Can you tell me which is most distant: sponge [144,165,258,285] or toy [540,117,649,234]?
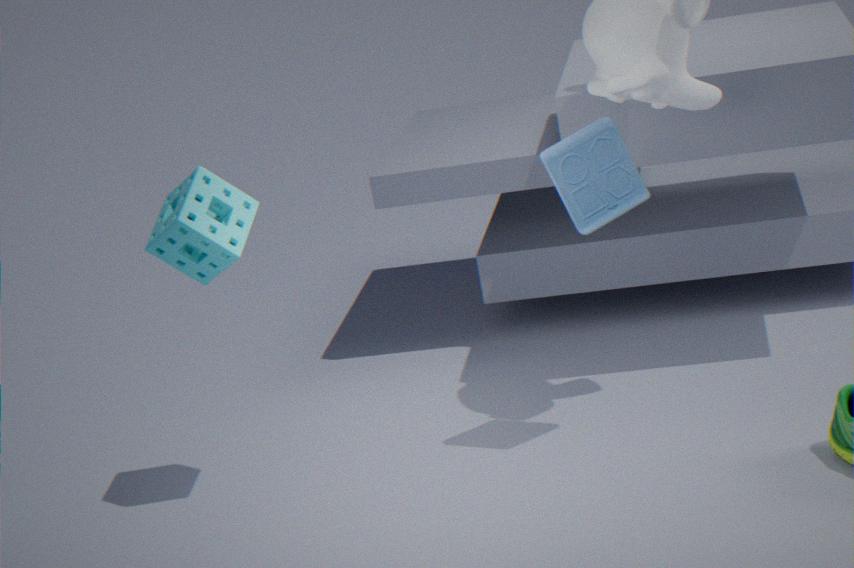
toy [540,117,649,234]
